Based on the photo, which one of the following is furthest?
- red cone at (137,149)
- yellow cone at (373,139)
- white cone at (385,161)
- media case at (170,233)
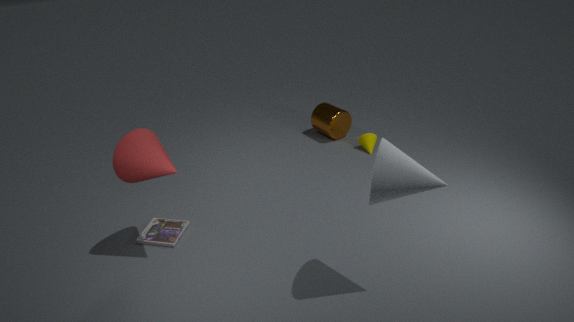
yellow cone at (373,139)
